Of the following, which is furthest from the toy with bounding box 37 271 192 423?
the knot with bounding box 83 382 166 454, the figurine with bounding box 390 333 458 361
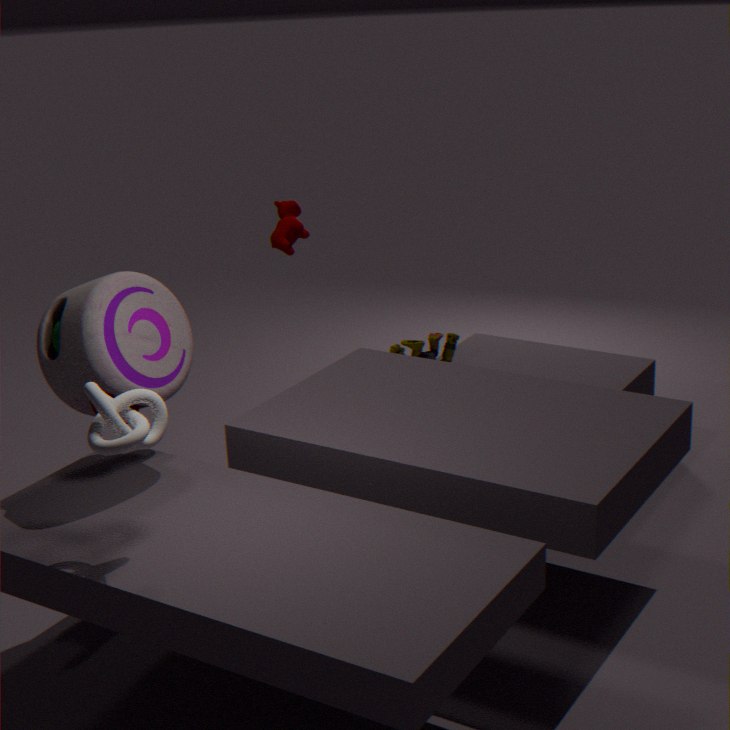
the figurine with bounding box 390 333 458 361
